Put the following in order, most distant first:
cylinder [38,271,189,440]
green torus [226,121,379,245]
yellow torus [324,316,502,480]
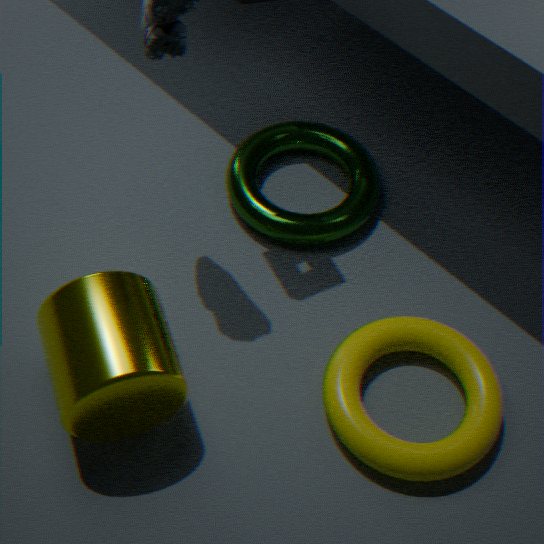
green torus [226,121,379,245], yellow torus [324,316,502,480], cylinder [38,271,189,440]
